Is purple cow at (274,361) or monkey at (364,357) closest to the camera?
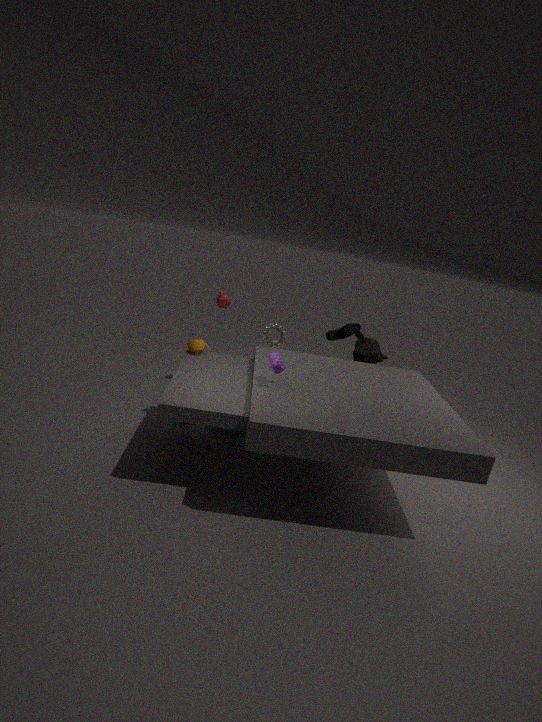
purple cow at (274,361)
